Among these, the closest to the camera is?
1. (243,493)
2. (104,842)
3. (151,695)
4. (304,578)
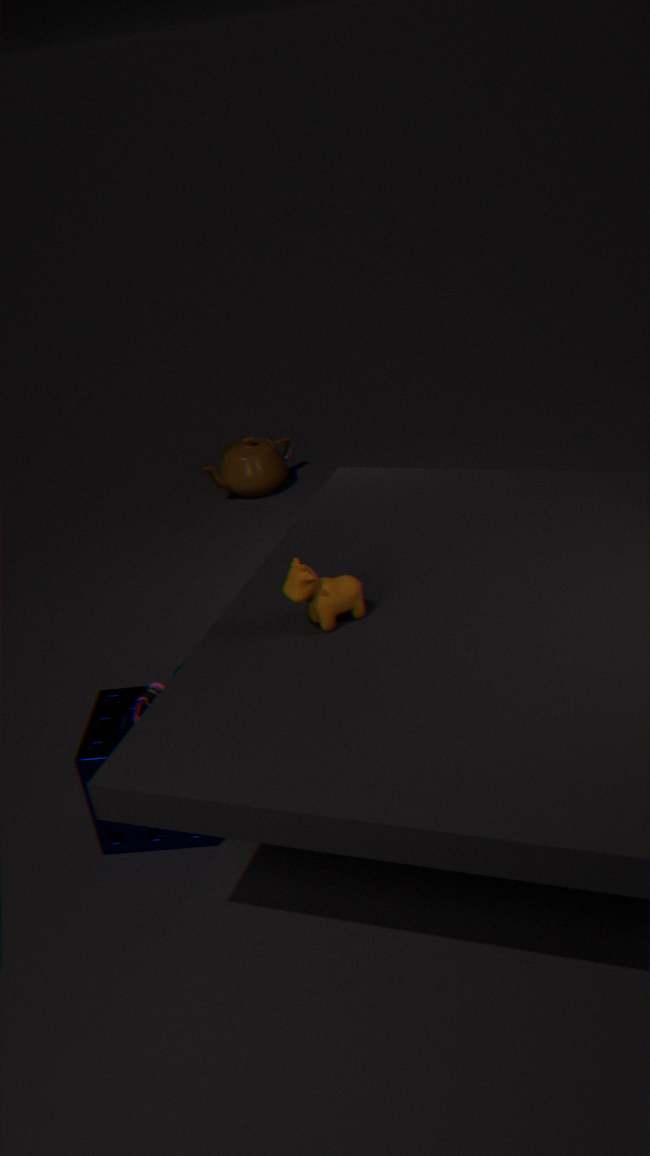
(304,578)
